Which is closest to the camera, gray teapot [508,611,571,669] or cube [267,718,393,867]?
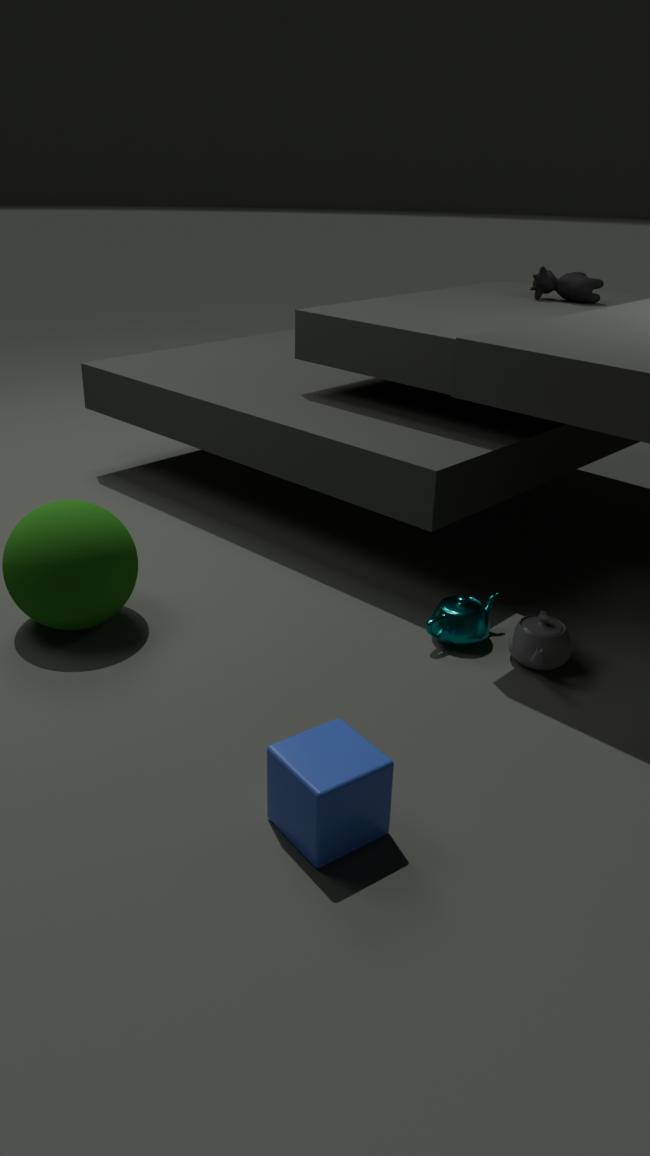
cube [267,718,393,867]
